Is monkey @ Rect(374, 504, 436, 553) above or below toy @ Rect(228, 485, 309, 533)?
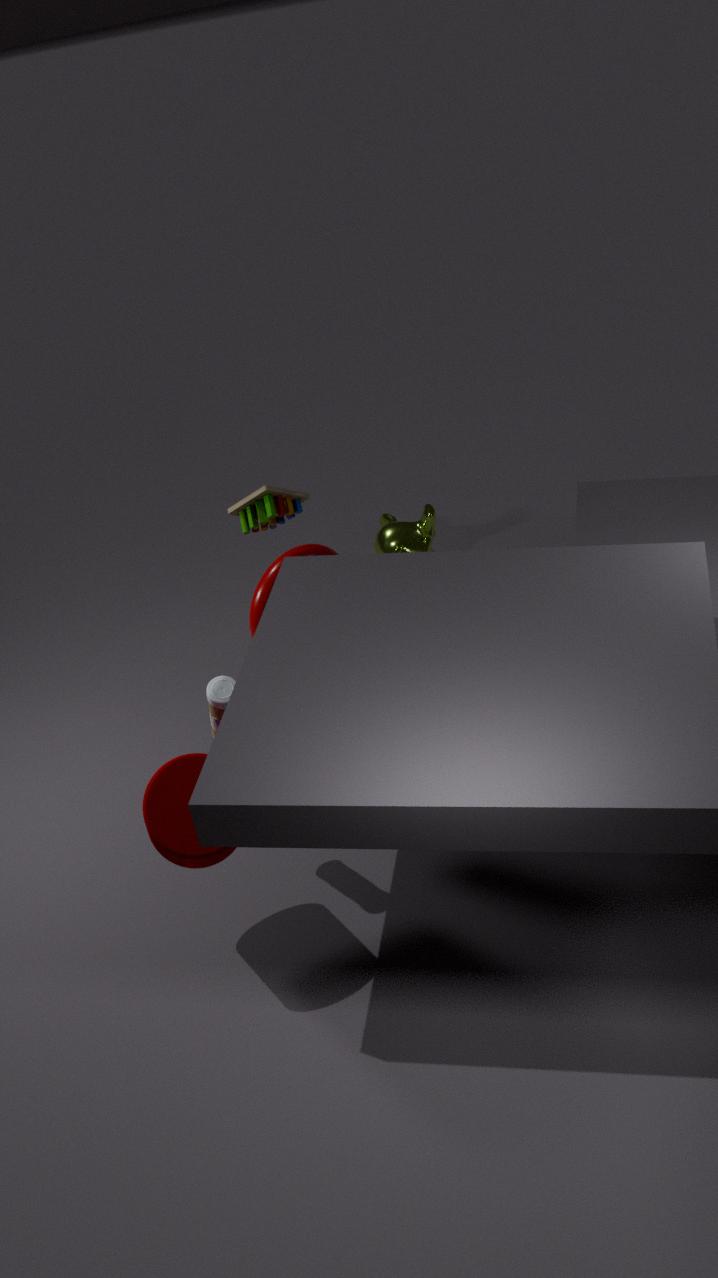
below
